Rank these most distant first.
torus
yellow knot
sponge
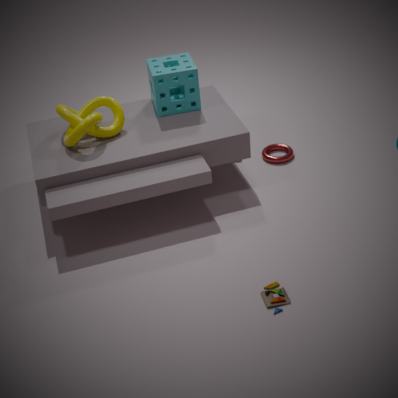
torus < sponge < yellow knot
